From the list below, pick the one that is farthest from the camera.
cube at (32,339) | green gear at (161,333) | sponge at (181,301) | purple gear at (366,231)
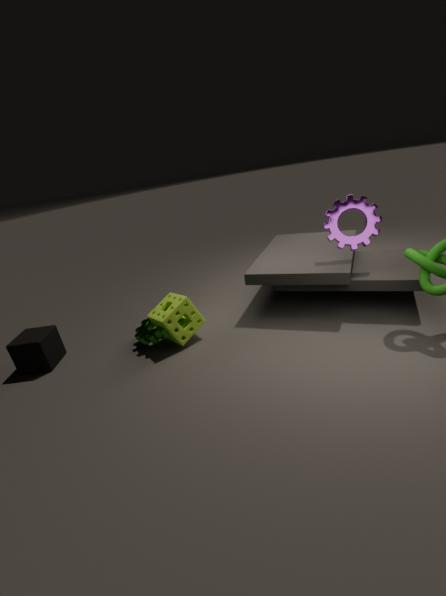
green gear at (161,333)
